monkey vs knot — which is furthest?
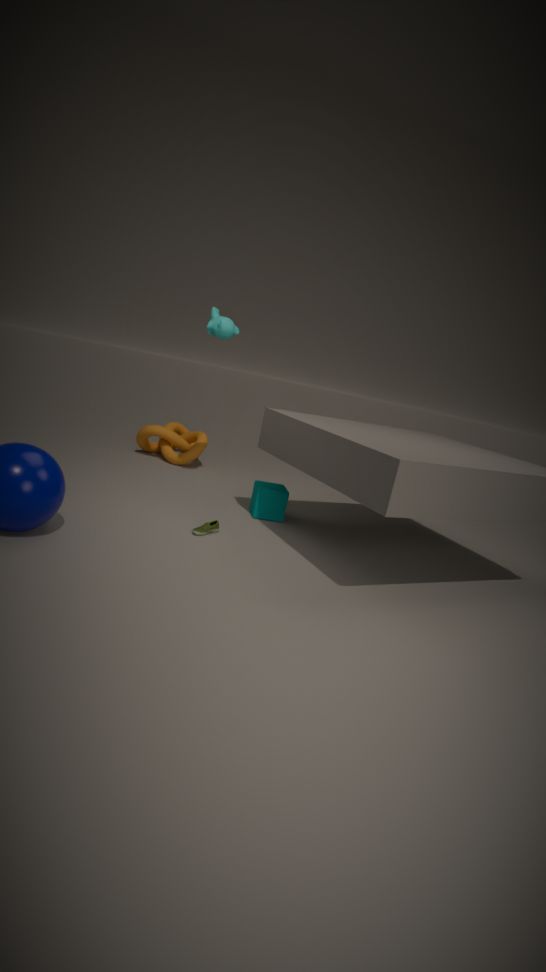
knot
